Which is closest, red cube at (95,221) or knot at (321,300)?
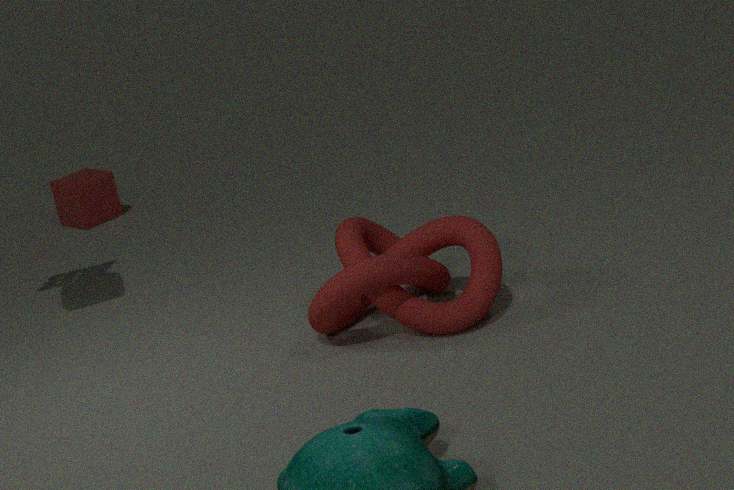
knot at (321,300)
